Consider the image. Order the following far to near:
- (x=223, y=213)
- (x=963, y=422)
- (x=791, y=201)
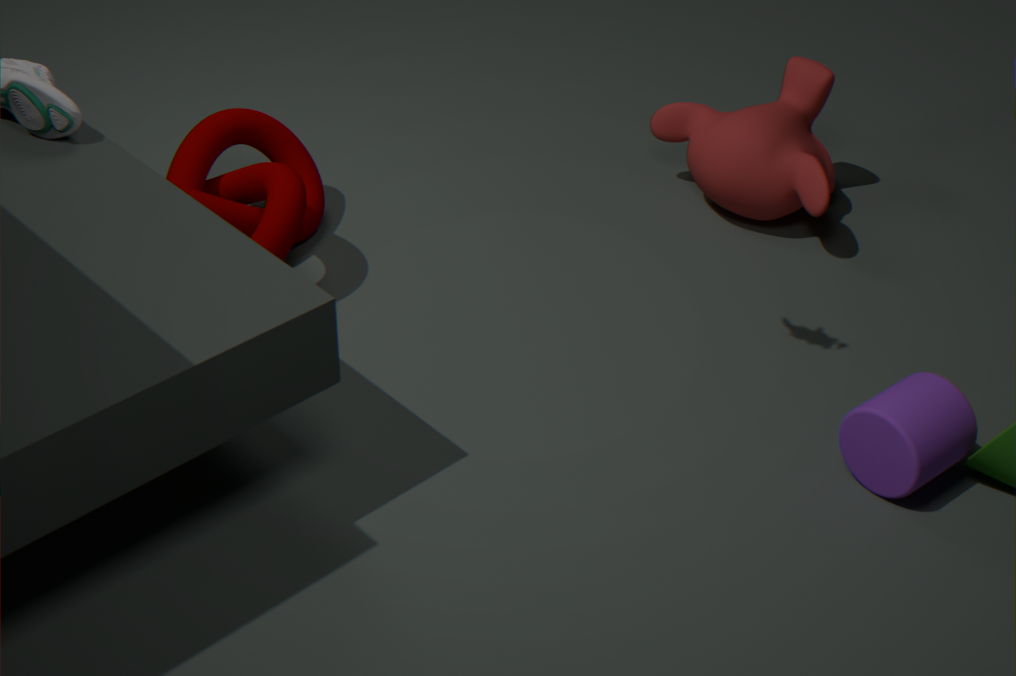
(x=791, y=201), (x=223, y=213), (x=963, y=422)
